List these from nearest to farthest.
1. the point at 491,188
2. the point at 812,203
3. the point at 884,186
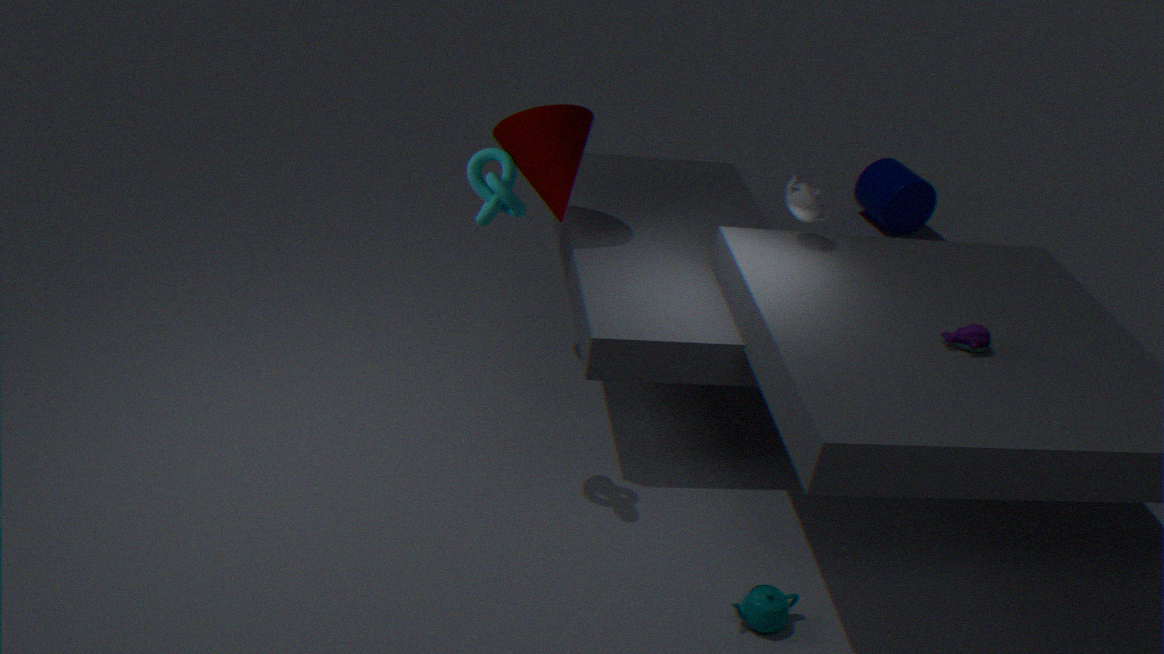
the point at 491,188
the point at 812,203
the point at 884,186
